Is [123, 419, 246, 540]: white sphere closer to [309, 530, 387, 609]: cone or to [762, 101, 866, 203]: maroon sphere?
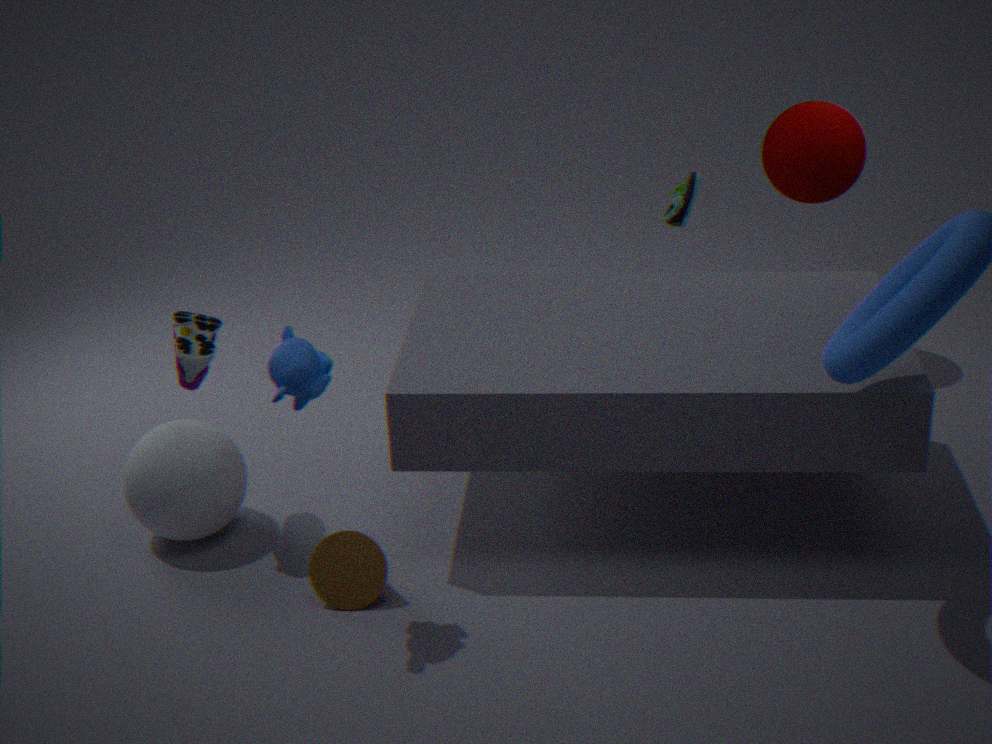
[309, 530, 387, 609]: cone
